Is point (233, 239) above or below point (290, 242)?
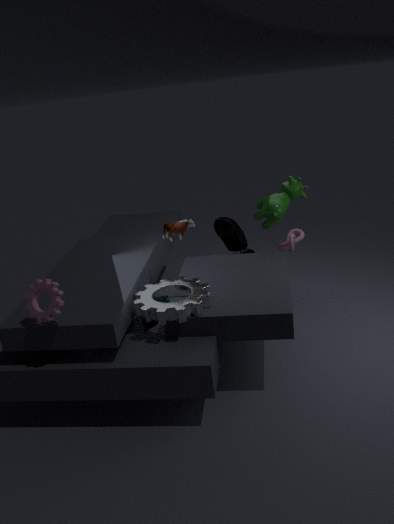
above
